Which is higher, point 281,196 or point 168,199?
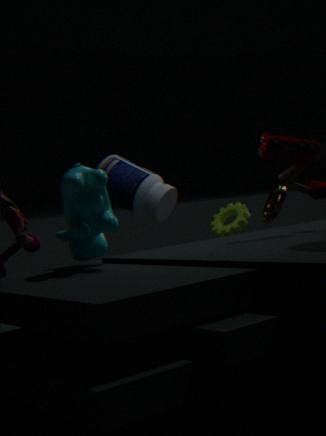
point 168,199
